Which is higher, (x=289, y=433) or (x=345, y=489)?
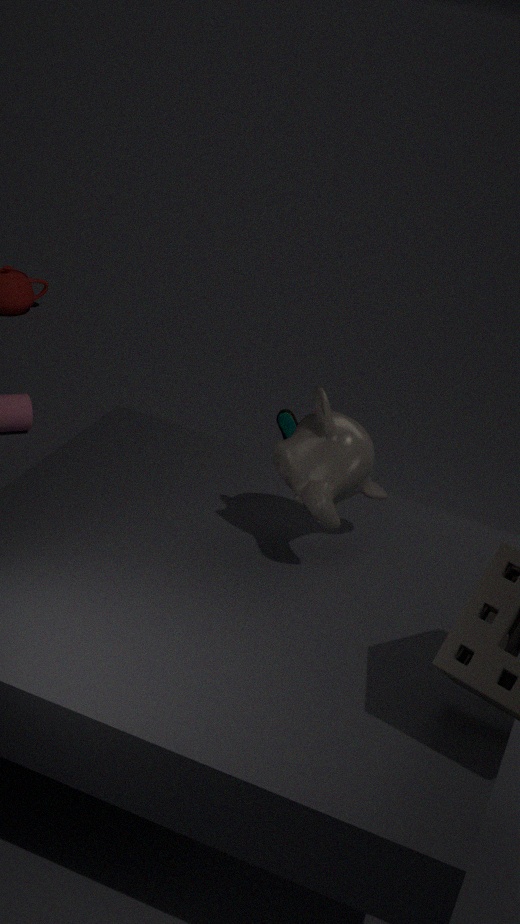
(x=345, y=489)
